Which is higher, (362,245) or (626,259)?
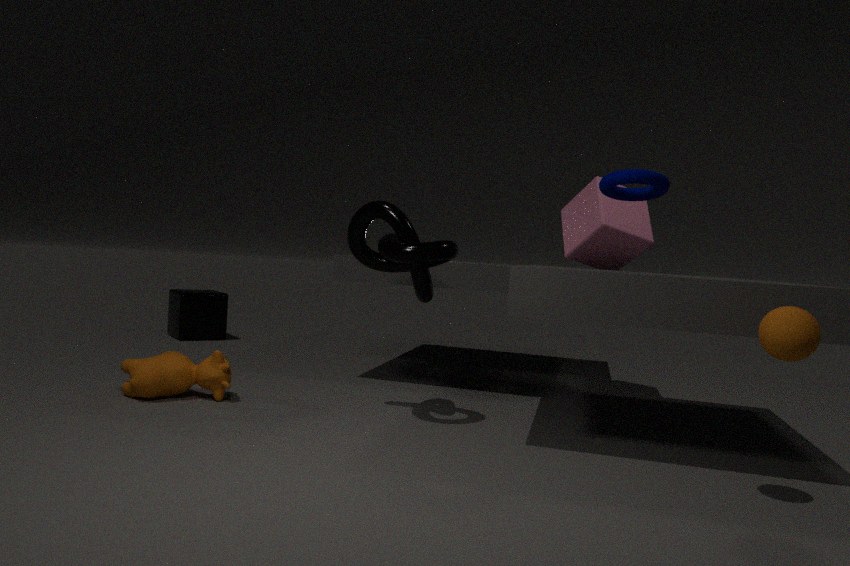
(626,259)
